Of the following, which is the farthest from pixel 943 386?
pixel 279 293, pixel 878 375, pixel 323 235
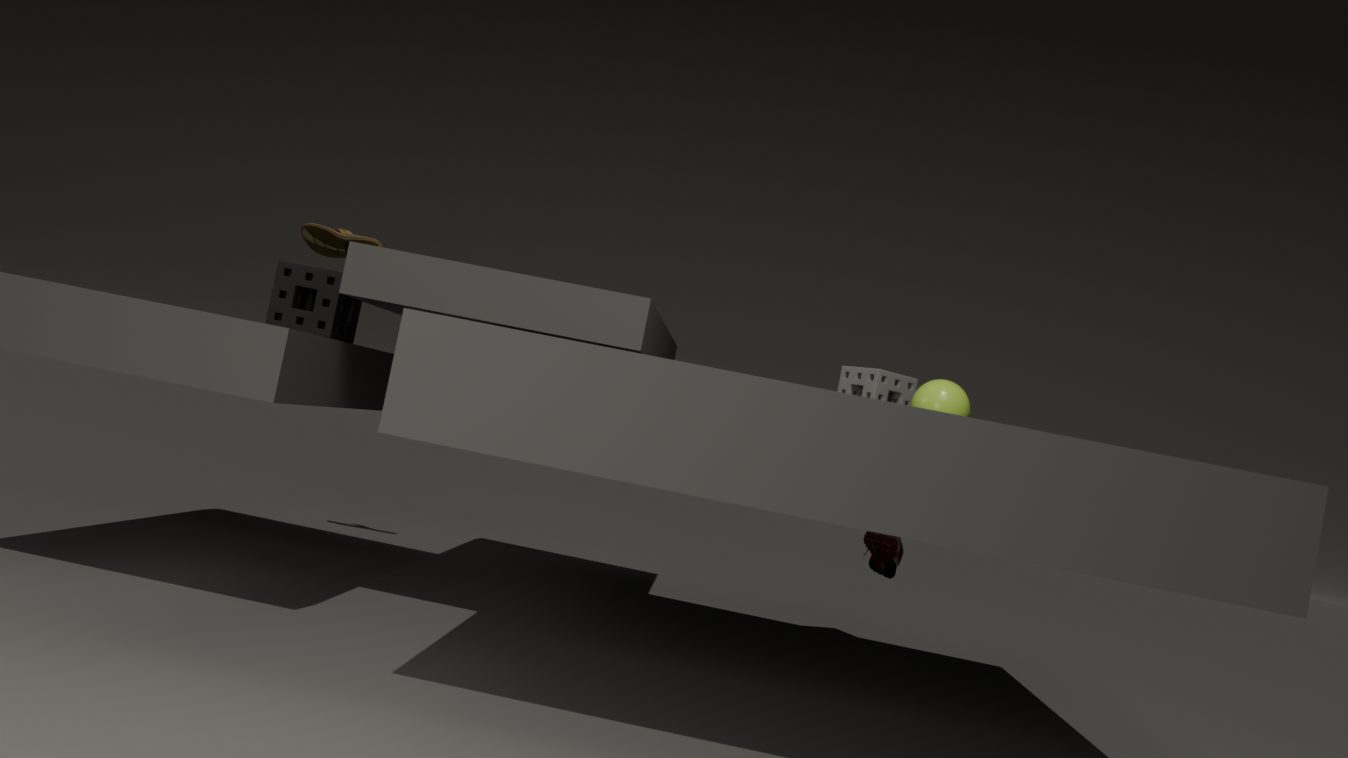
pixel 323 235
